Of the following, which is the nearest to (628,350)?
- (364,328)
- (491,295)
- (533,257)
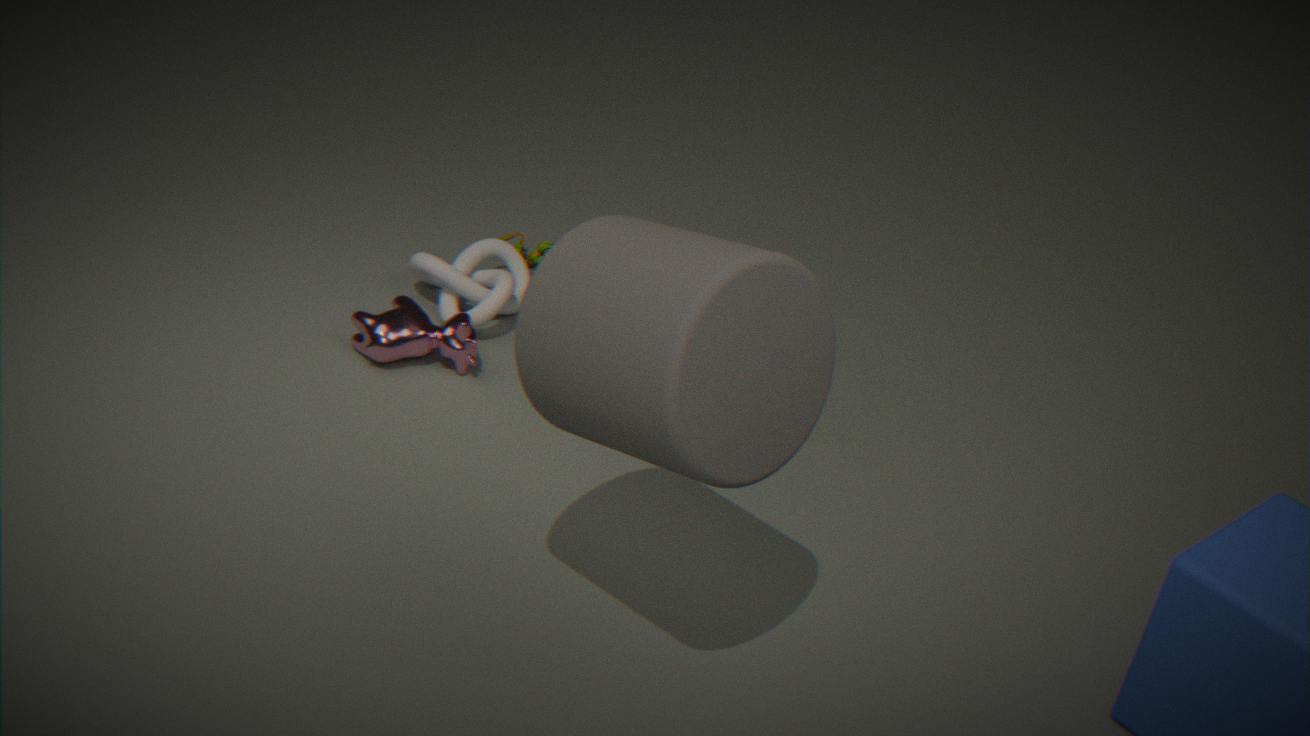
(364,328)
